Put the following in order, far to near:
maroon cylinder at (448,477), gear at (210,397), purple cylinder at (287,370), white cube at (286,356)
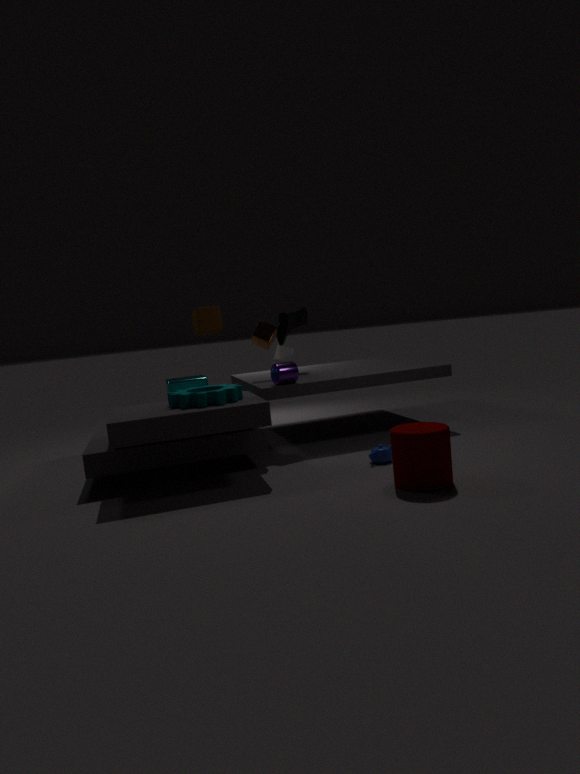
white cube at (286,356), purple cylinder at (287,370), gear at (210,397), maroon cylinder at (448,477)
